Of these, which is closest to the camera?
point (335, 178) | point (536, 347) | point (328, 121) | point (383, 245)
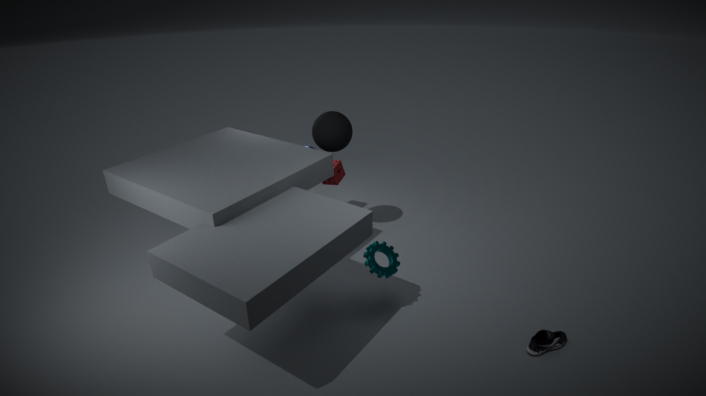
point (536, 347)
